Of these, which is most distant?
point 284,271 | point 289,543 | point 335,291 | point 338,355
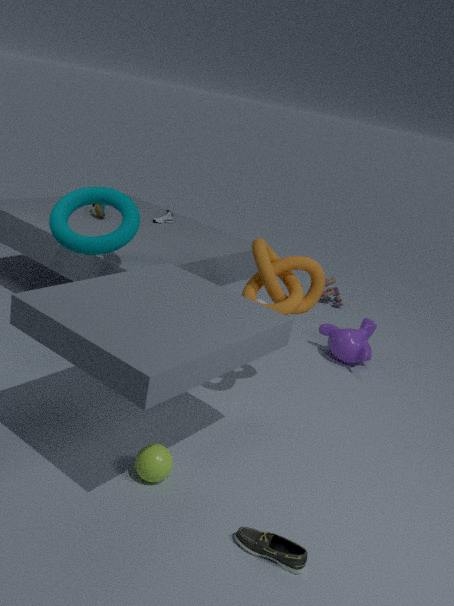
point 335,291
